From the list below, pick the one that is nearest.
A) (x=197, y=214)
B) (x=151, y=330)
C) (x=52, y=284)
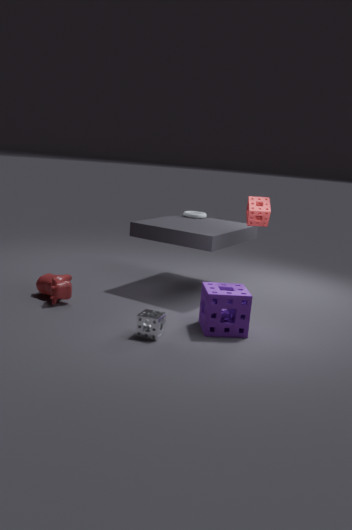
(x=151, y=330)
